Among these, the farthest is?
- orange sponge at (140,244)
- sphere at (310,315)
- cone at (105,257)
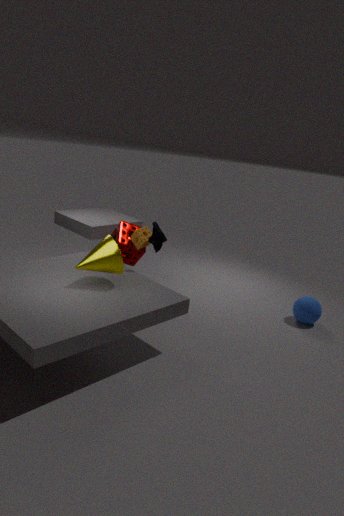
sphere at (310,315)
